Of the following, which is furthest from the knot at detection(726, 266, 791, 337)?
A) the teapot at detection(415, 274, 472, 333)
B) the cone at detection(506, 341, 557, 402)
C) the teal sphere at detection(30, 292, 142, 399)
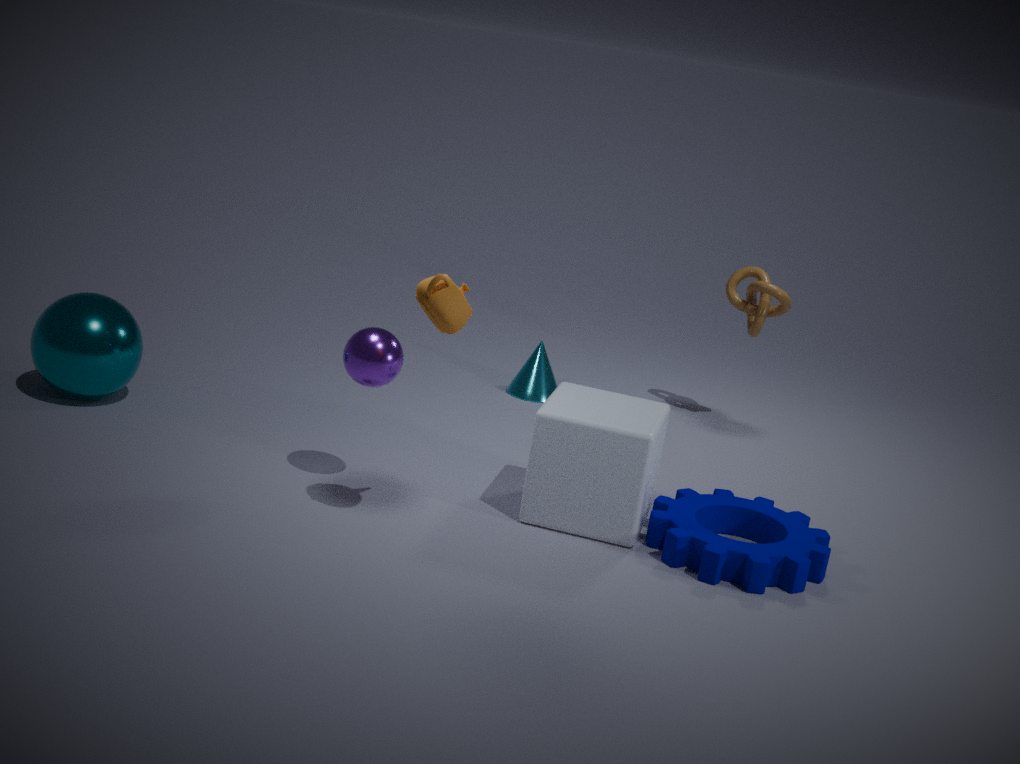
the teal sphere at detection(30, 292, 142, 399)
